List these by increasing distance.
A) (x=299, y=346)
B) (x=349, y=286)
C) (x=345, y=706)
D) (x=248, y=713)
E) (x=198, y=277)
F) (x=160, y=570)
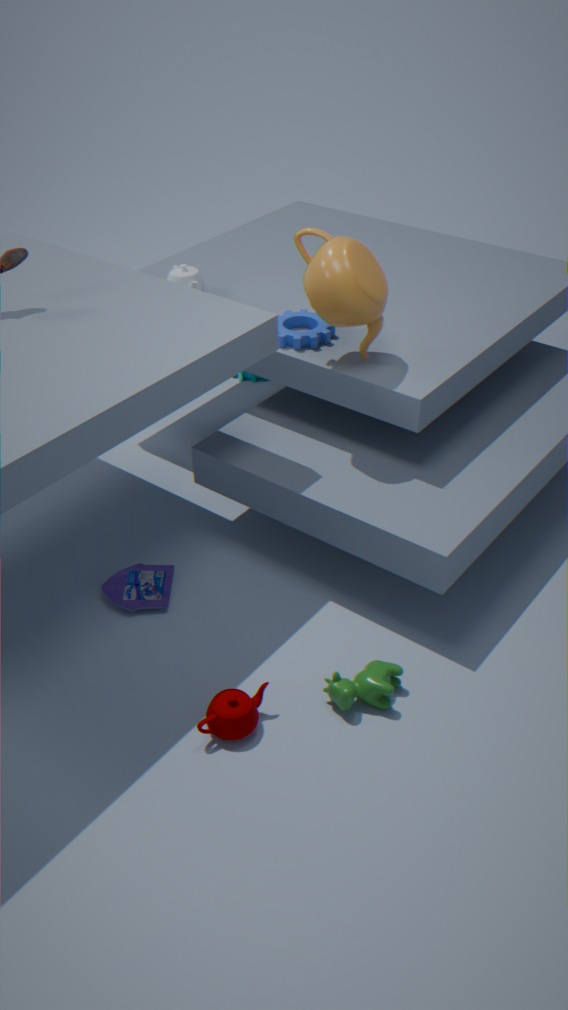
(x=248, y=713)
(x=345, y=706)
(x=349, y=286)
(x=160, y=570)
(x=299, y=346)
(x=198, y=277)
